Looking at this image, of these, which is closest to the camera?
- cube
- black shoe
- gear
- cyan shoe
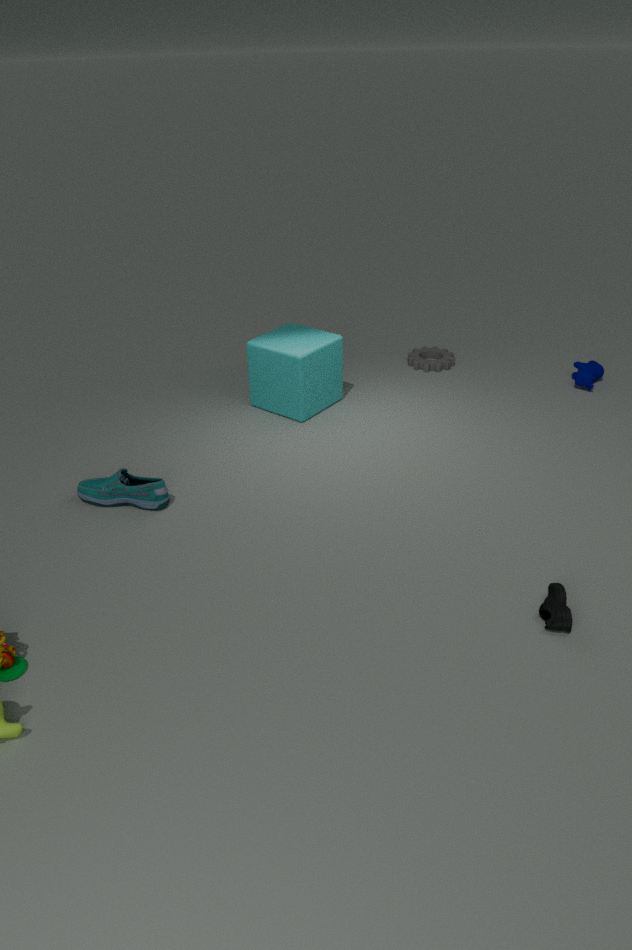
black shoe
